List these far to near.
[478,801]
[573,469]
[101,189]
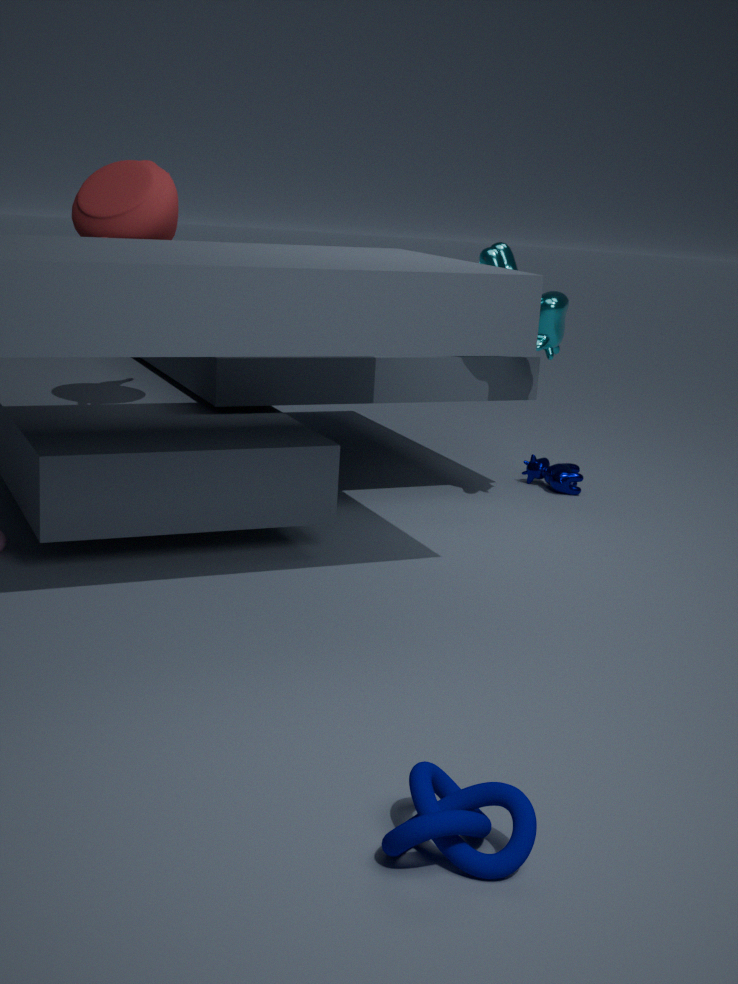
[573,469], [101,189], [478,801]
